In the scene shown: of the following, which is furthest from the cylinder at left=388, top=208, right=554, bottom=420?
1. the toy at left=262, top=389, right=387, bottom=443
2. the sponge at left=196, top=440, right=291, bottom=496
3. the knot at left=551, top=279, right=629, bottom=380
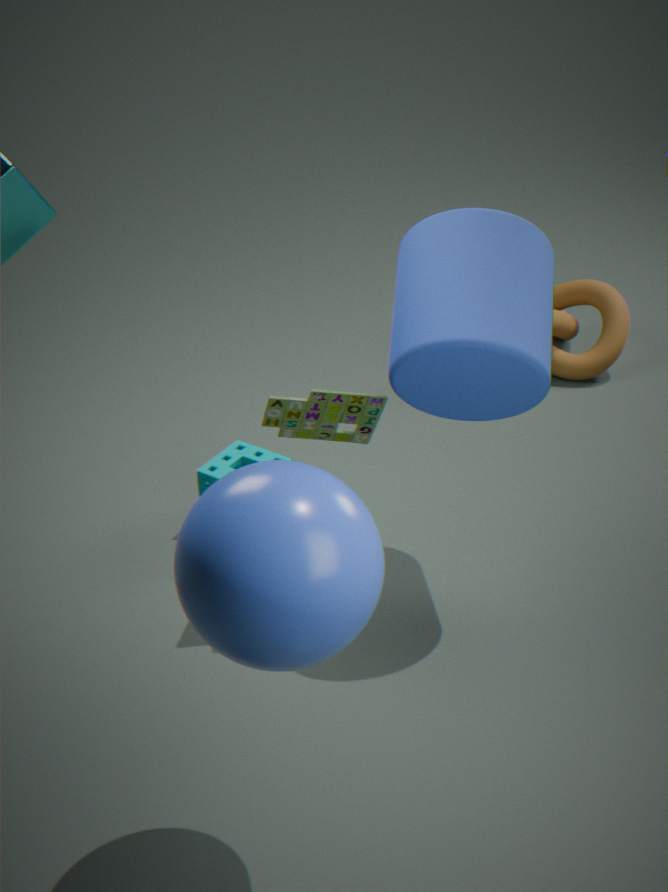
the knot at left=551, top=279, right=629, bottom=380
